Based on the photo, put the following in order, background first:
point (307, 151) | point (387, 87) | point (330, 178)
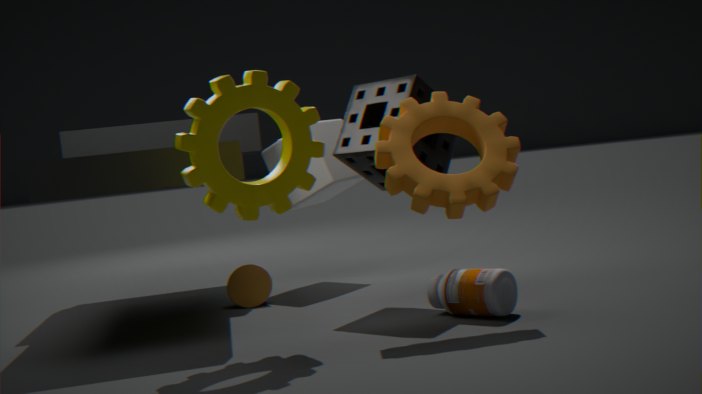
point (330, 178), point (387, 87), point (307, 151)
